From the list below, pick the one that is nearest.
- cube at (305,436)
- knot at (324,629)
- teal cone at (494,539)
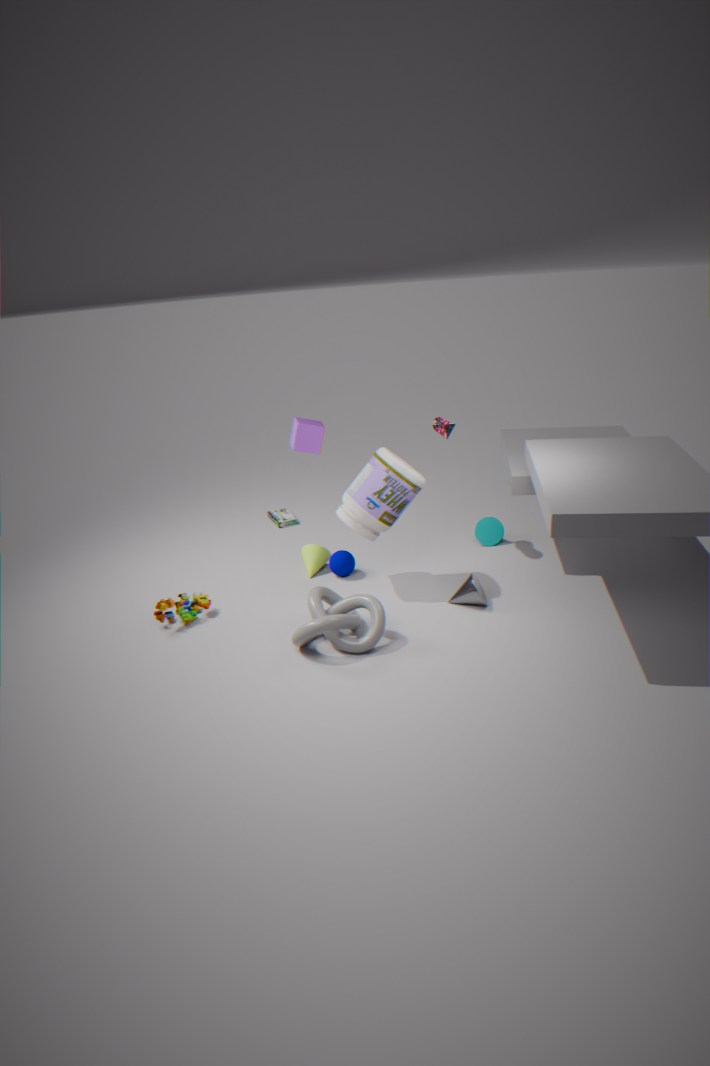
knot at (324,629)
